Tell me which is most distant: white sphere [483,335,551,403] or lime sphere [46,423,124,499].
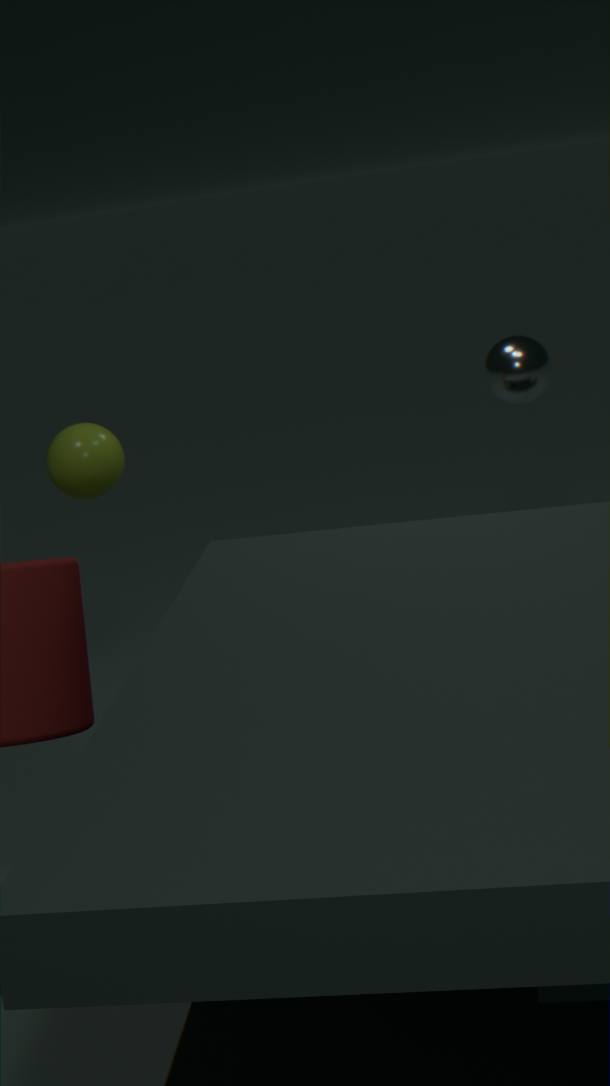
white sphere [483,335,551,403]
